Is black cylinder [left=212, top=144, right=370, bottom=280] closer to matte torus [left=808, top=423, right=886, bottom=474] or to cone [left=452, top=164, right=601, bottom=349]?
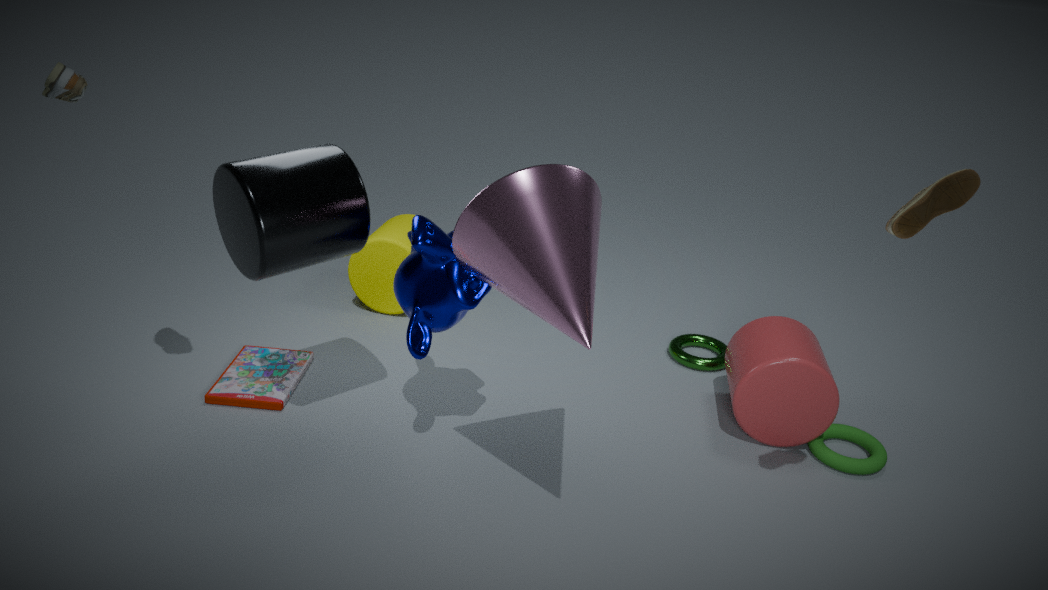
cone [left=452, top=164, right=601, bottom=349]
